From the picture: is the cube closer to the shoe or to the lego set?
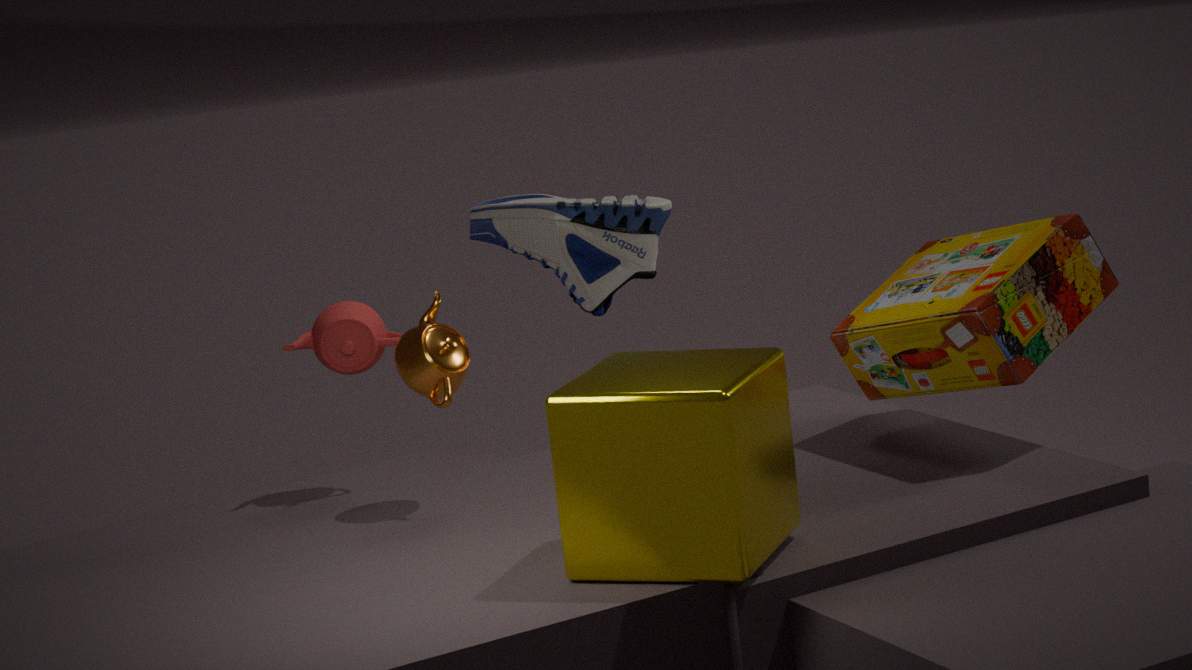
the lego set
